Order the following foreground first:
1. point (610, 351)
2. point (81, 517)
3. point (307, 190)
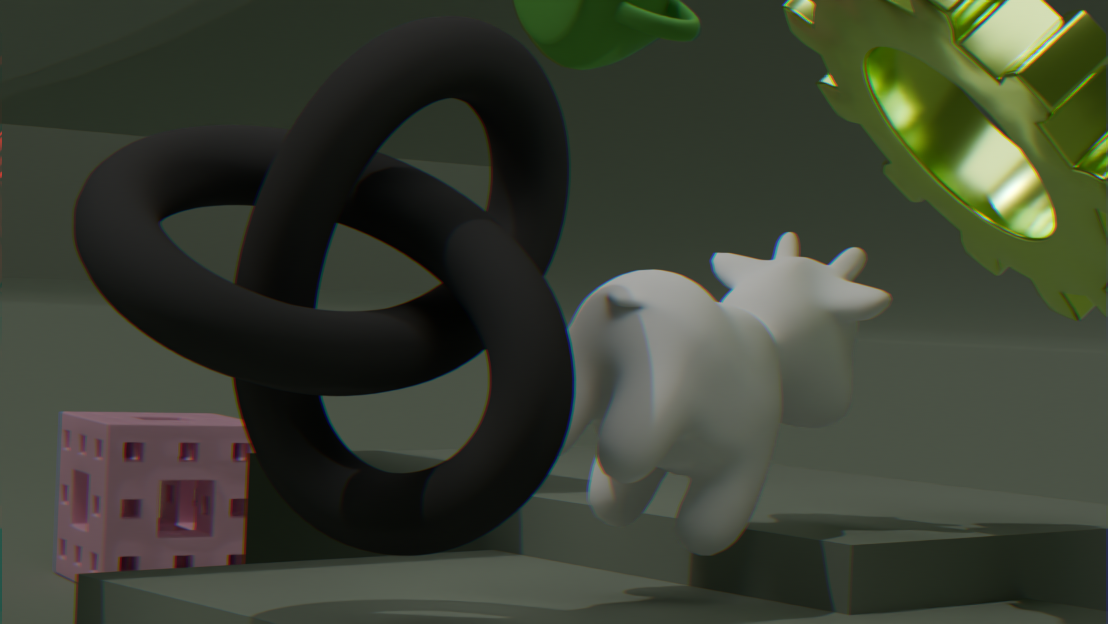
point (307, 190), point (610, 351), point (81, 517)
